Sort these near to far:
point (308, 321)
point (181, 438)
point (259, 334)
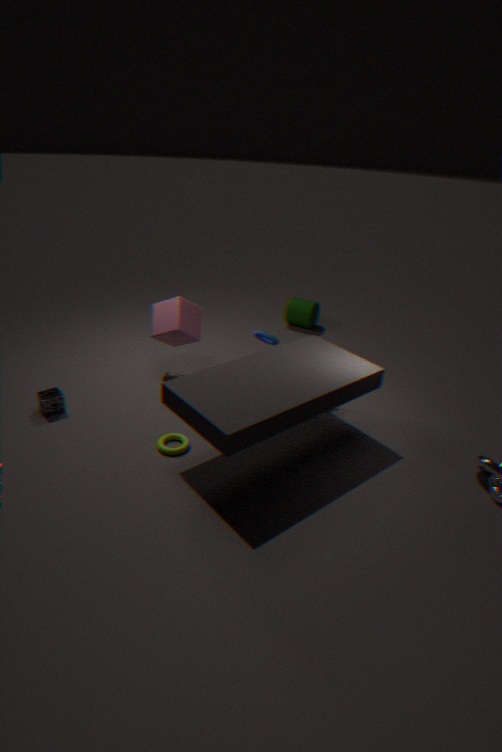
point (181, 438), point (259, 334), point (308, 321)
